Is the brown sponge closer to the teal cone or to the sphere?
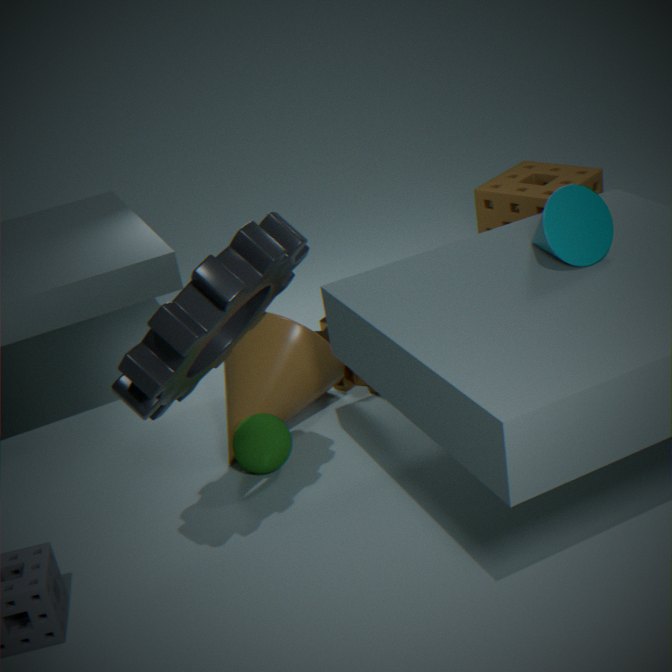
the teal cone
